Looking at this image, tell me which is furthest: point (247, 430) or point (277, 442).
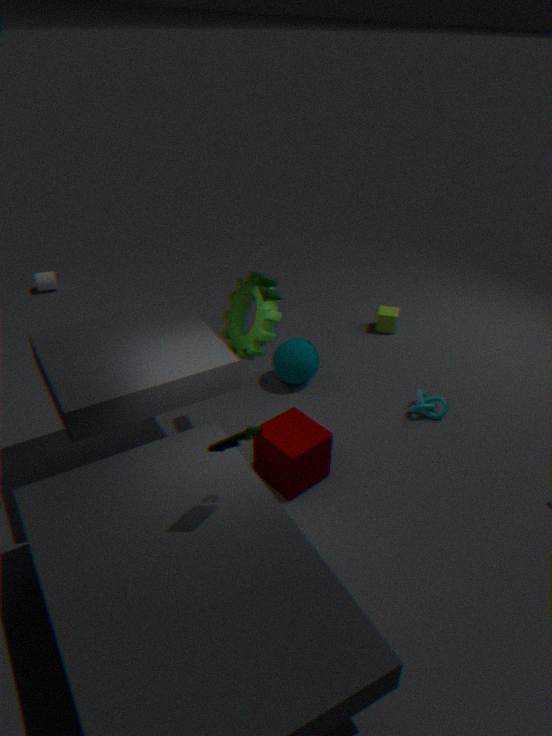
point (277, 442)
